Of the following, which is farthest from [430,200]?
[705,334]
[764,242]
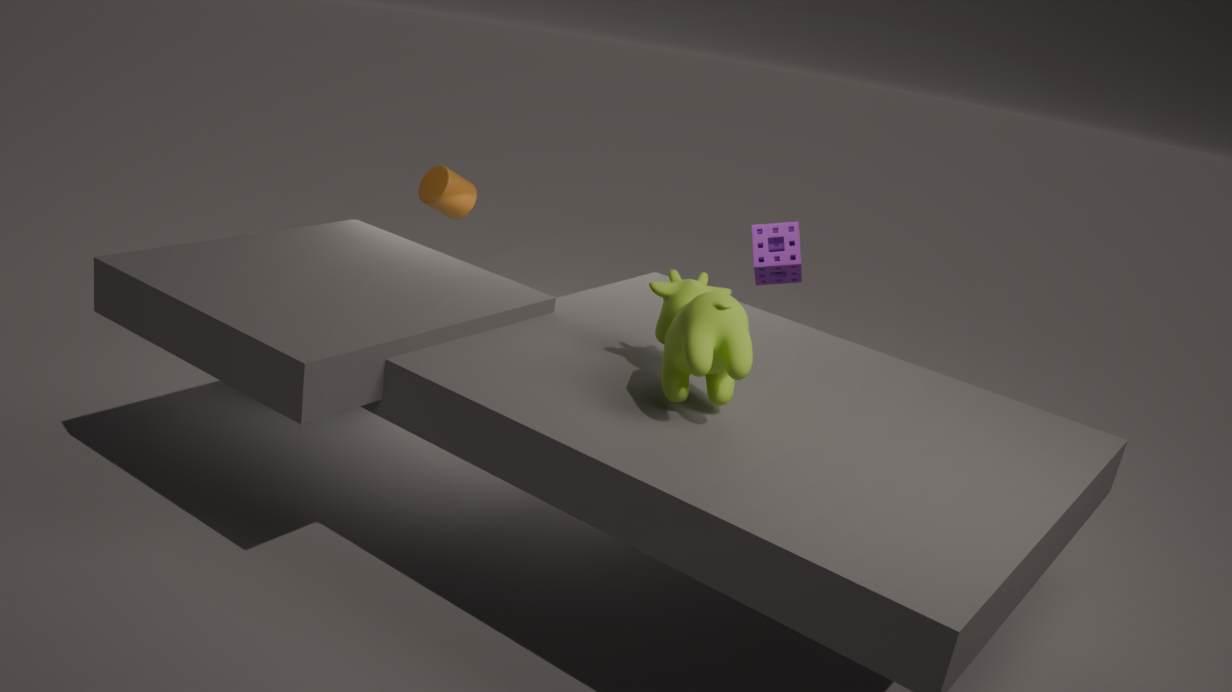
[705,334]
